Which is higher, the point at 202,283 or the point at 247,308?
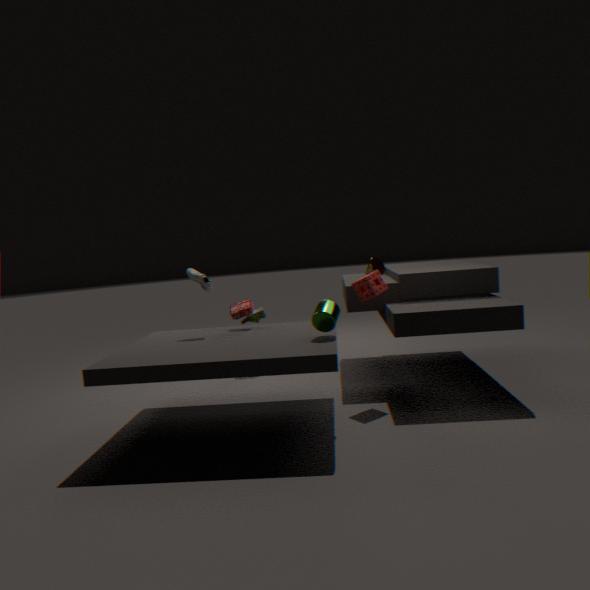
the point at 202,283
